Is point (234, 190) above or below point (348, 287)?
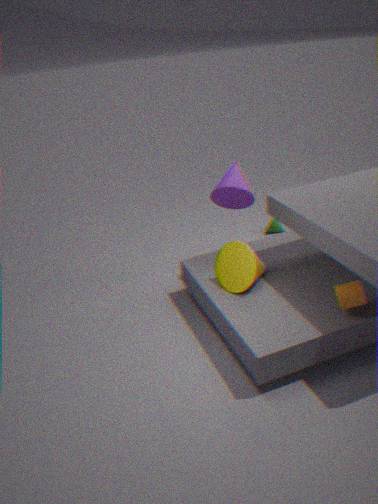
above
